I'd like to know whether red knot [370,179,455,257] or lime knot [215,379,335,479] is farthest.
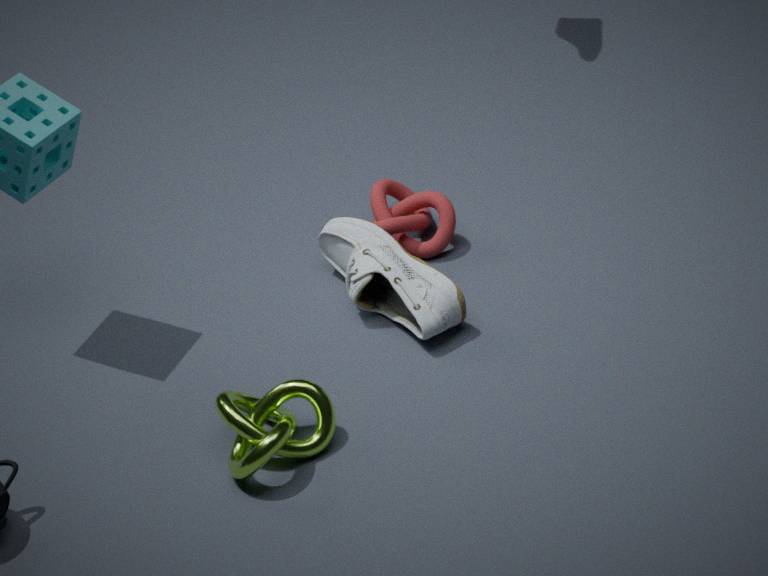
red knot [370,179,455,257]
